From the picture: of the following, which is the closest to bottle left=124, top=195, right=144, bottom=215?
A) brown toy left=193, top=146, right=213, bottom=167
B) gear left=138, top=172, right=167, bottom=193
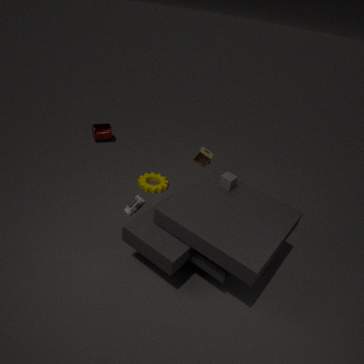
gear left=138, top=172, right=167, bottom=193
